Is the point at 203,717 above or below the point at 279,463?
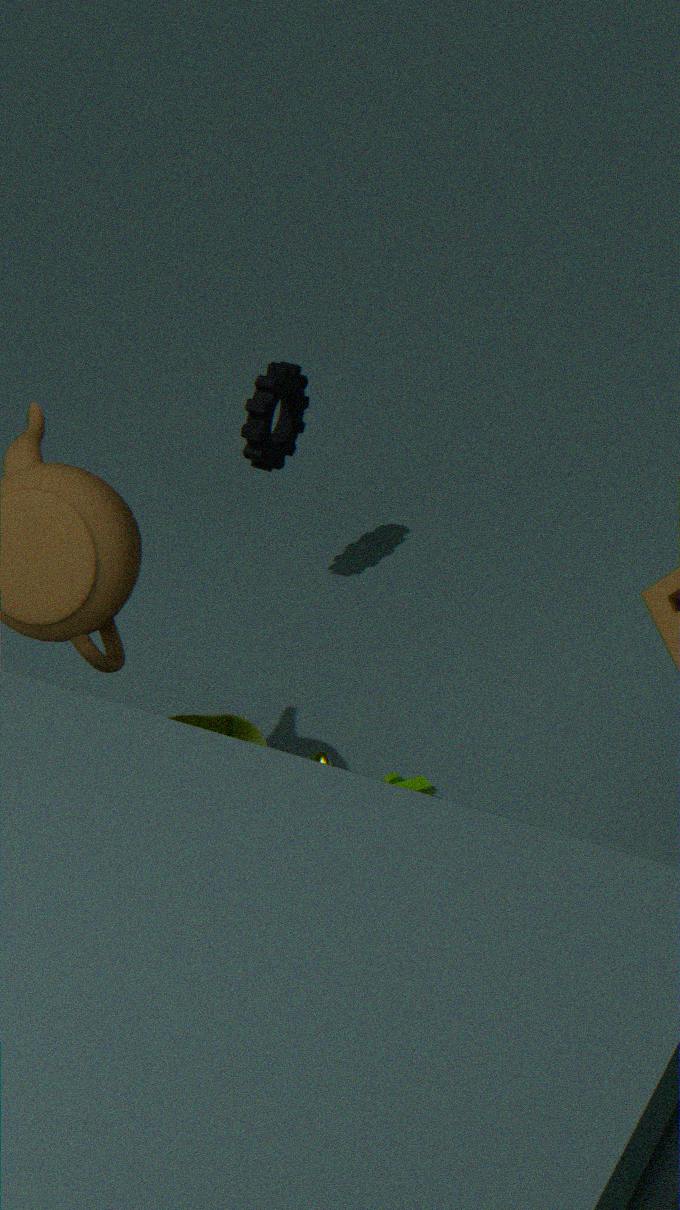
below
